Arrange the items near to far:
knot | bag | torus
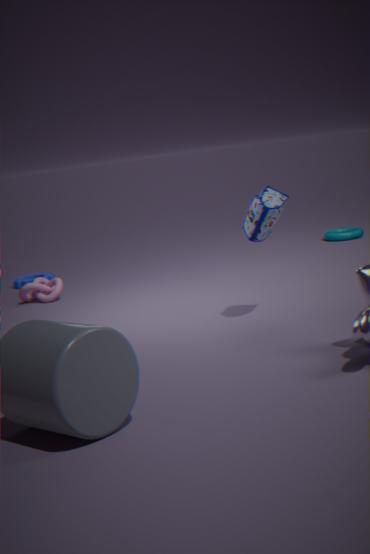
1. bag
2. knot
3. torus
